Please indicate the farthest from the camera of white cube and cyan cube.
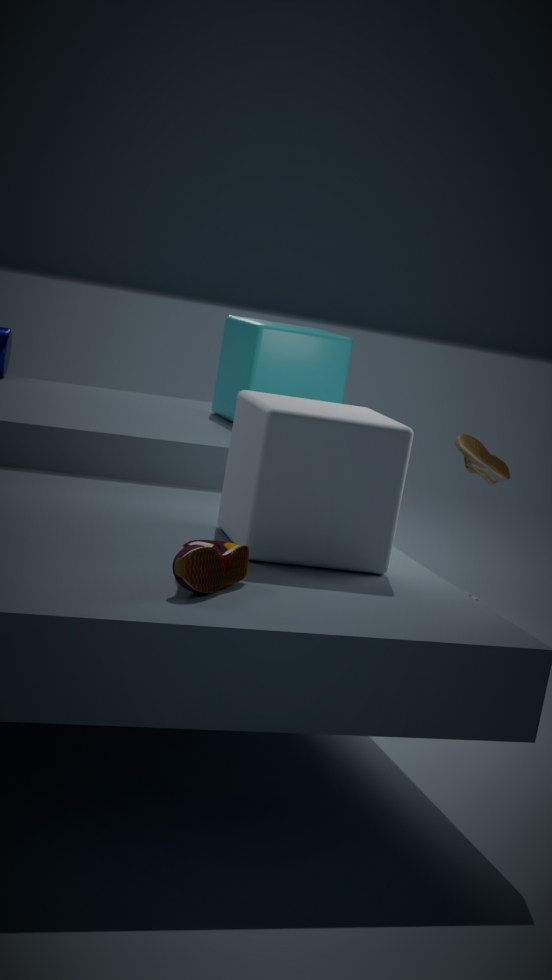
cyan cube
